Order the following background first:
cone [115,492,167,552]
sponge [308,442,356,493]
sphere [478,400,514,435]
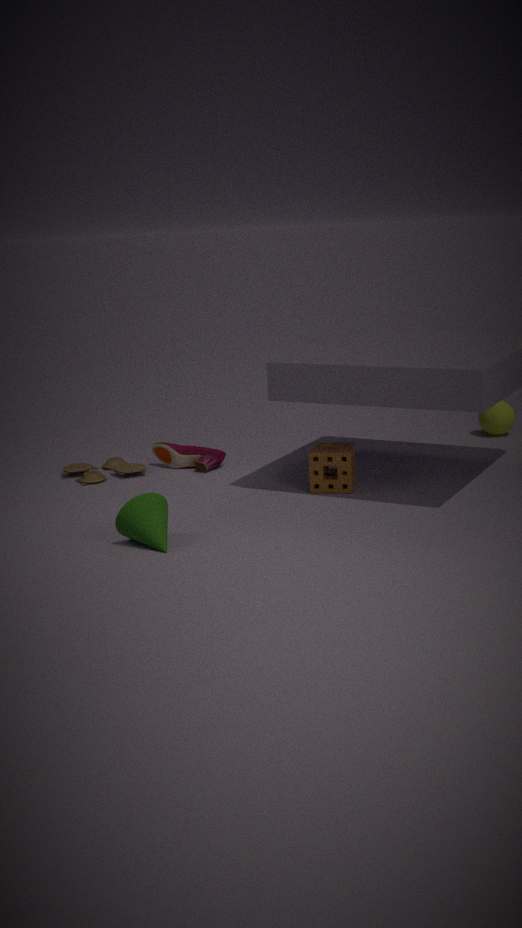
1. sphere [478,400,514,435]
2. sponge [308,442,356,493]
3. cone [115,492,167,552]
